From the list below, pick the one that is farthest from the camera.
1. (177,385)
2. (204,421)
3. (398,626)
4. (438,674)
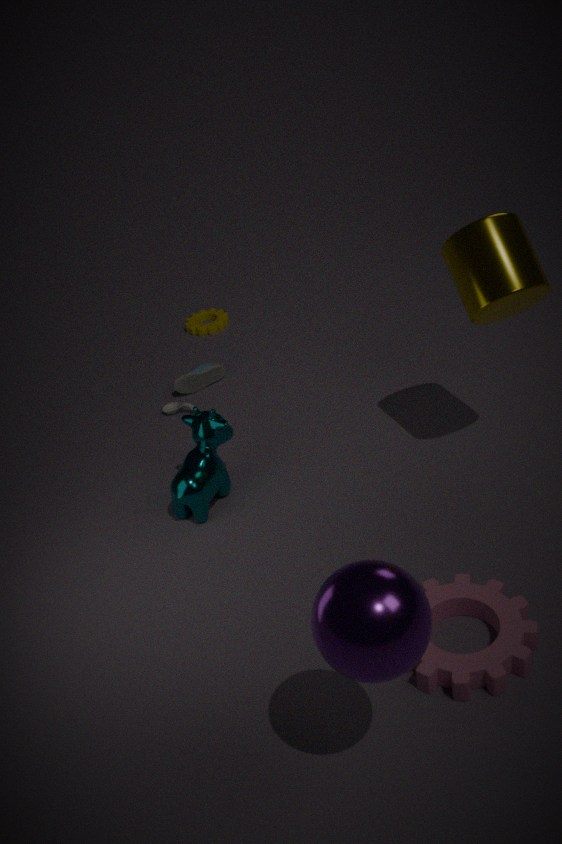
(177,385)
